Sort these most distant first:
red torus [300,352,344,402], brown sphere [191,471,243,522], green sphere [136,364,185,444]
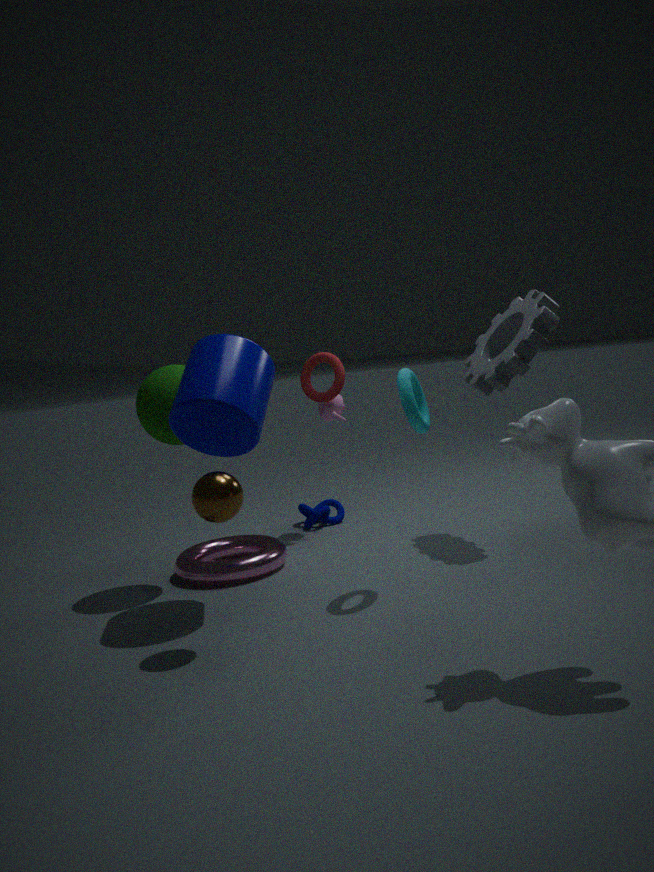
red torus [300,352,344,402]
green sphere [136,364,185,444]
brown sphere [191,471,243,522]
